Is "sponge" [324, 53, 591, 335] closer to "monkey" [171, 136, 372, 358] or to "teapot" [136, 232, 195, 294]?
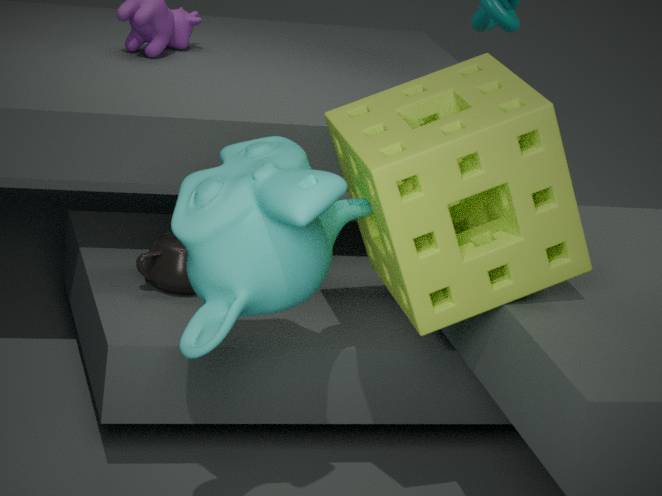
"monkey" [171, 136, 372, 358]
